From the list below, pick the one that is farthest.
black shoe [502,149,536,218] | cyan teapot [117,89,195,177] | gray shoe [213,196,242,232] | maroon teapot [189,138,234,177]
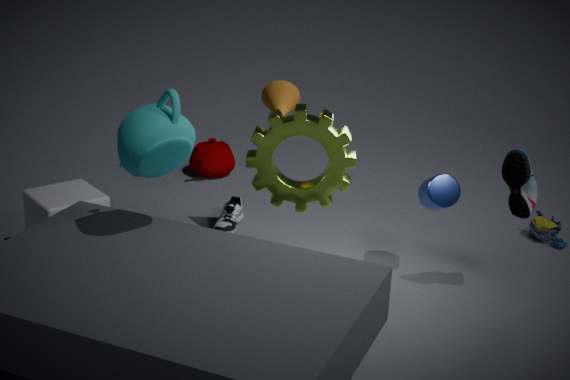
maroon teapot [189,138,234,177]
